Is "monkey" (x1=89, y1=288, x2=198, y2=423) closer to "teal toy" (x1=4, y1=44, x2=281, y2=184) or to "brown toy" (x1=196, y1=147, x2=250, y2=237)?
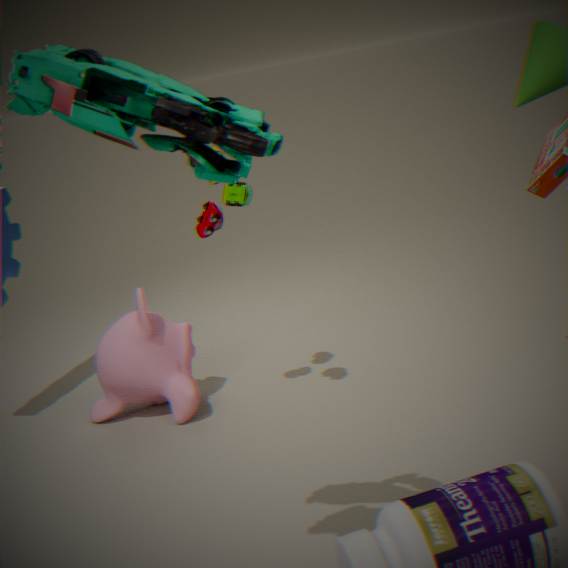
"brown toy" (x1=196, y1=147, x2=250, y2=237)
